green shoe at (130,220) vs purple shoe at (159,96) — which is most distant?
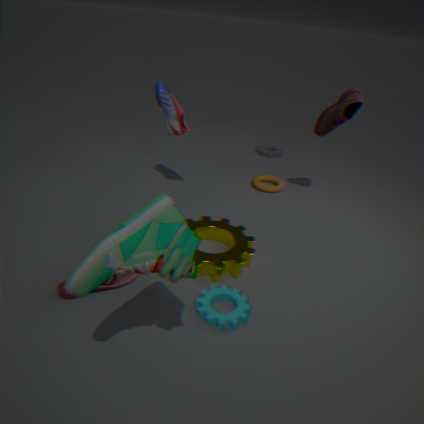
purple shoe at (159,96)
